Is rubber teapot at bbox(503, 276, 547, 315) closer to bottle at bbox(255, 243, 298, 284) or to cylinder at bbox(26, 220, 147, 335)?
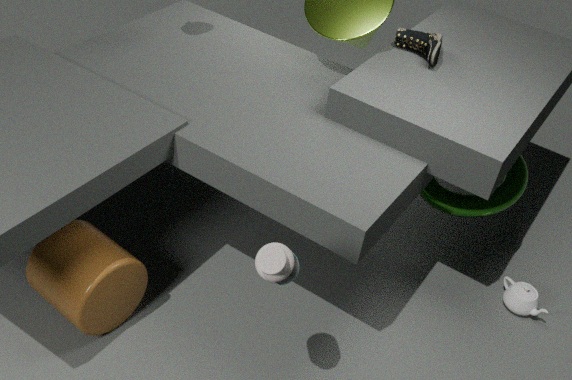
bottle at bbox(255, 243, 298, 284)
